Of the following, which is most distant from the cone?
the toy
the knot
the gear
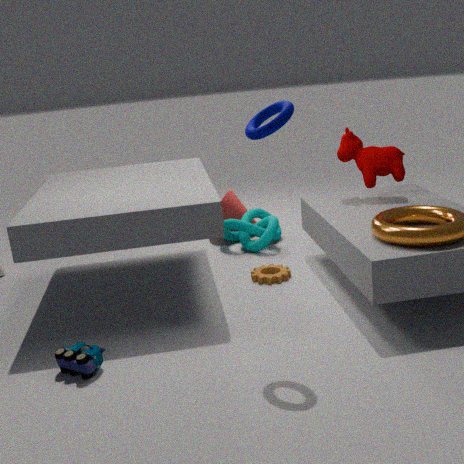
the toy
